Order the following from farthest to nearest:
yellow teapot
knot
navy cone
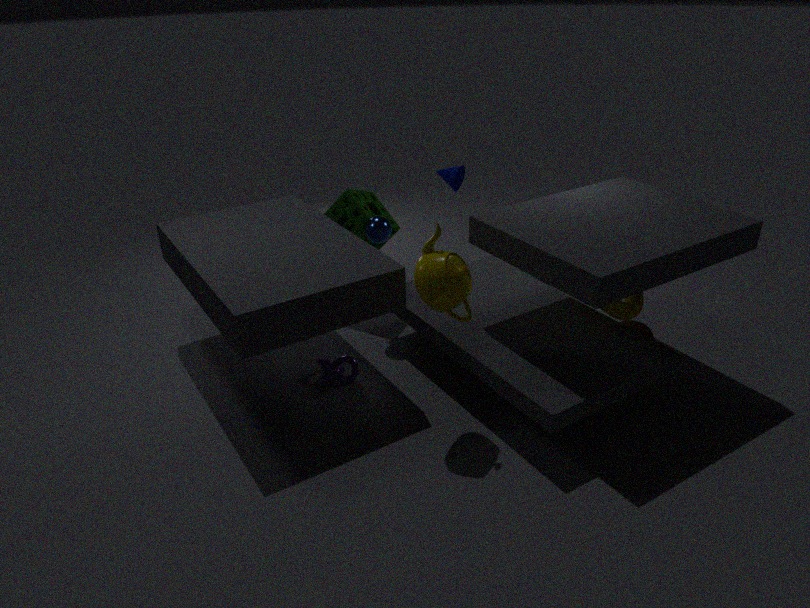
1. navy cone
2. knot
3. yellow teapot
